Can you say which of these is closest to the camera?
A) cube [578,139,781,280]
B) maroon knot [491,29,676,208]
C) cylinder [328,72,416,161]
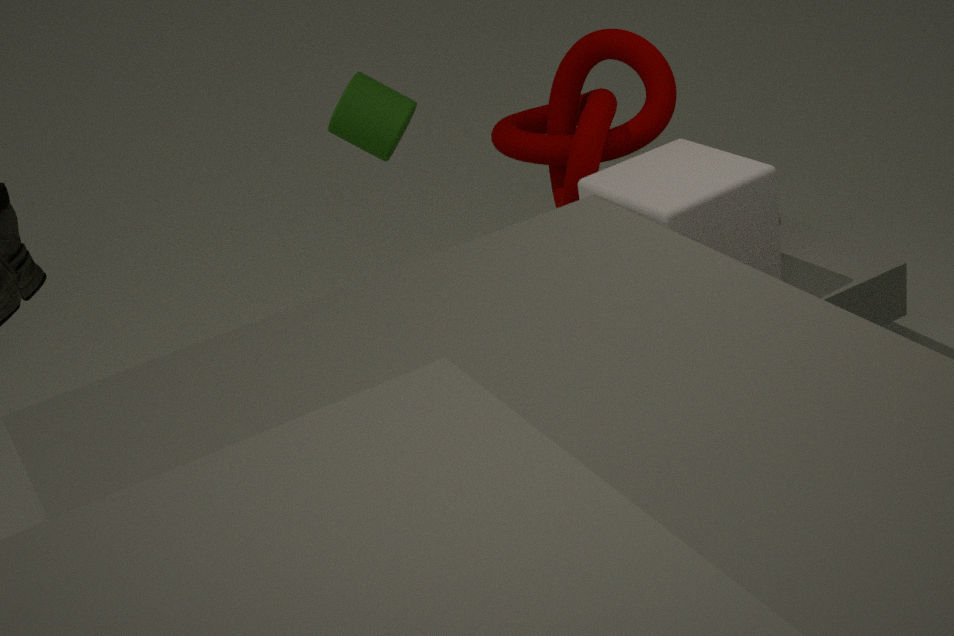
cube [578,139,781,280]
